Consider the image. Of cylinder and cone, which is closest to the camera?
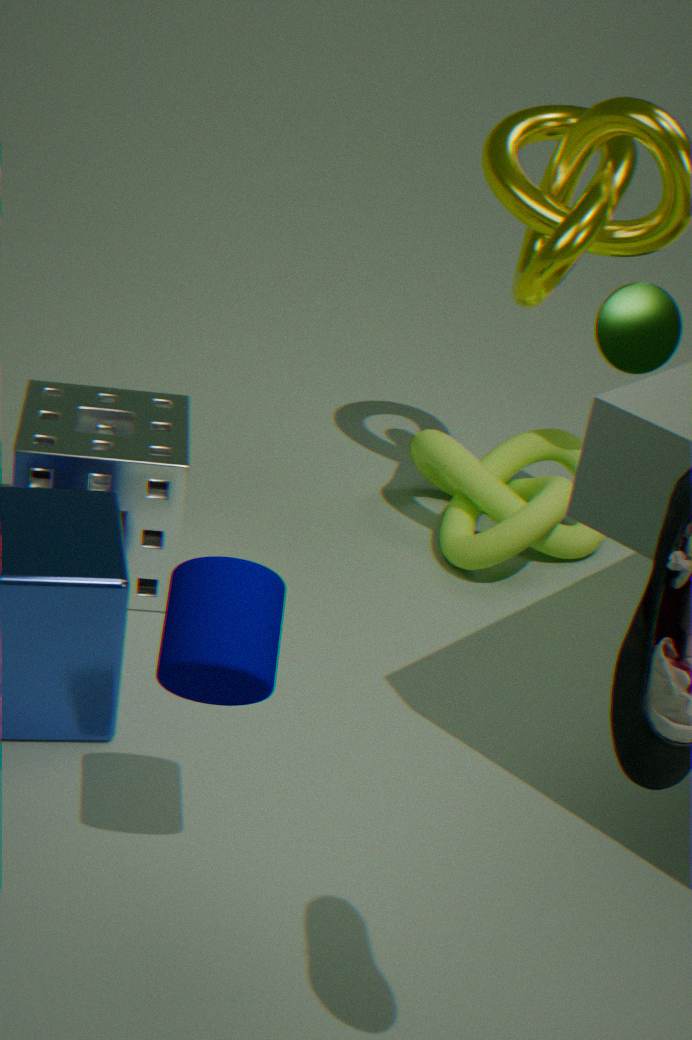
cylinder
